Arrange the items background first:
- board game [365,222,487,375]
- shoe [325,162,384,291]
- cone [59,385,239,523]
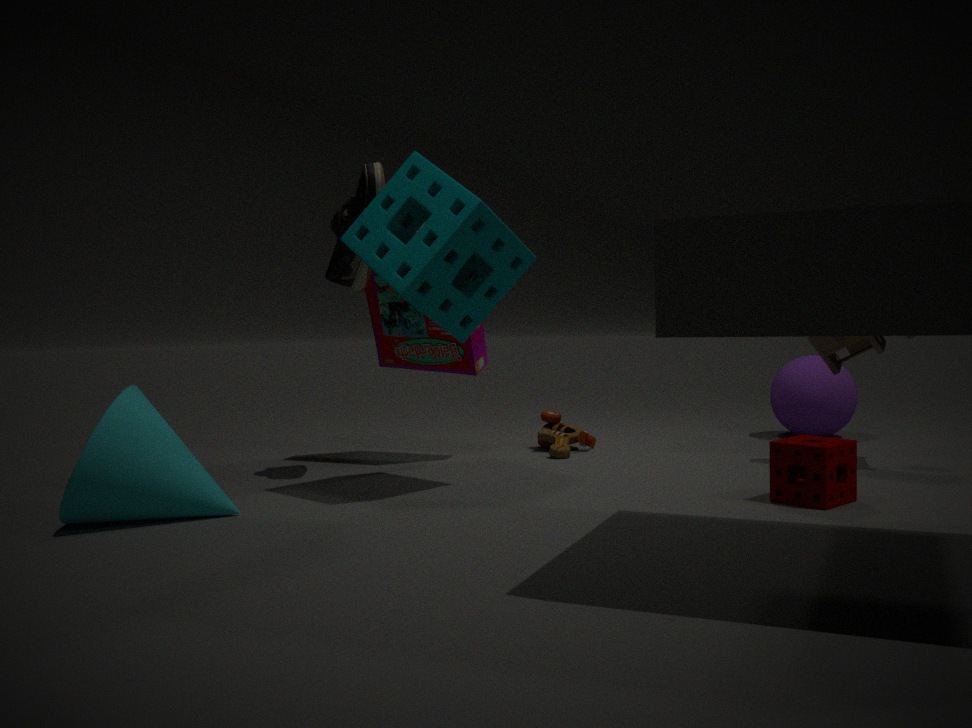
board game [365,222,487,375]
shoe [325,162,384,291]
cone [59,385,239,523]
